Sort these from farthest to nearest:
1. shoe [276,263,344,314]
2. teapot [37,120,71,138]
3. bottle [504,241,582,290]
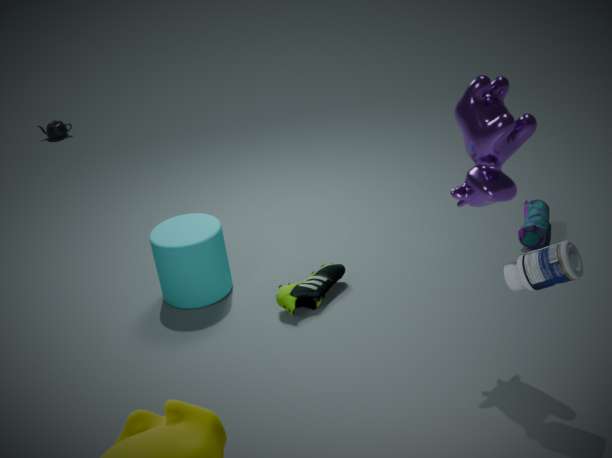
teapot [37,120,71,138] < shoe [276,263,344,314] < bottle [504,241,582,290]
